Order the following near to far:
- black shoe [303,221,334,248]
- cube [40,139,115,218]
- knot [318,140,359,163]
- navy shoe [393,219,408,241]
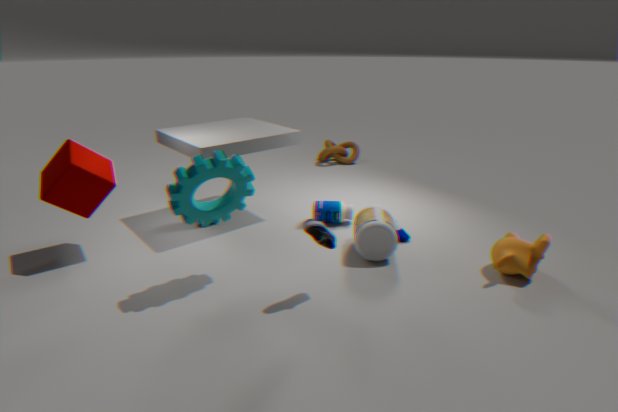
black shoe [303,221,334,248] → cube [40,139,115,218] → navy shoe [393,219,408,241] → knot [318,140,359,163]
